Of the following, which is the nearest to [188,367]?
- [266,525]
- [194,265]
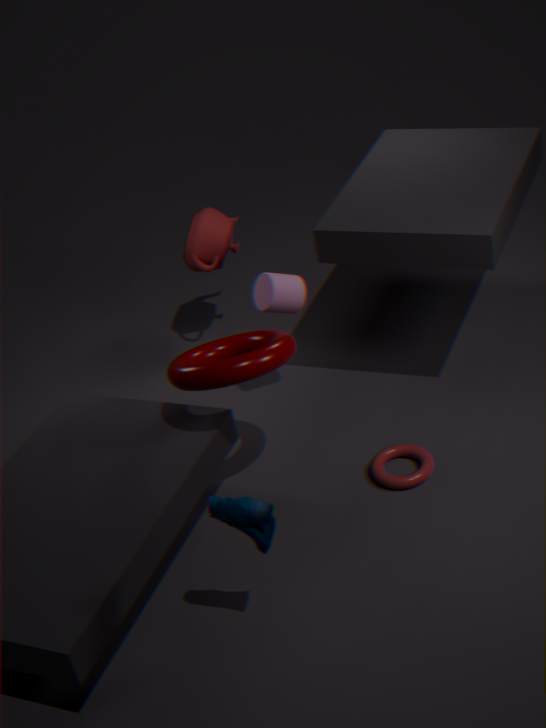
[266,525]
